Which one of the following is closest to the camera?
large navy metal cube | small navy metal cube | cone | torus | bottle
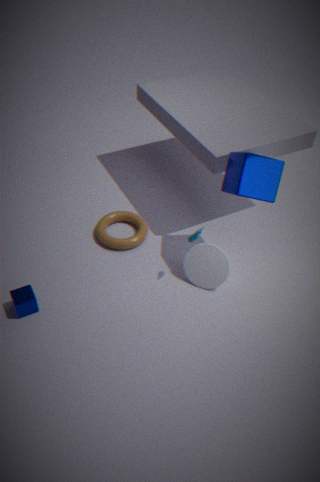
large navy metal cube
